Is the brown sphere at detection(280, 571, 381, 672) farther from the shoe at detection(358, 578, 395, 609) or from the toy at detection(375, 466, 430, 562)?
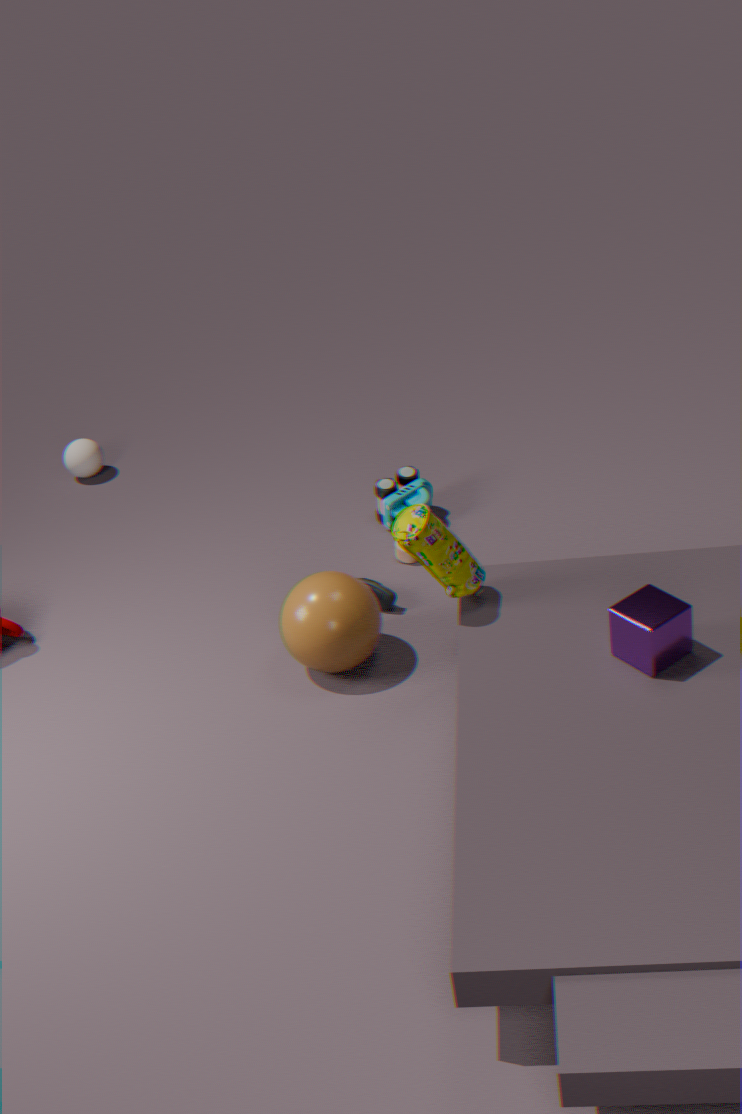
the toy at detection(375, 466, 430, 562)
